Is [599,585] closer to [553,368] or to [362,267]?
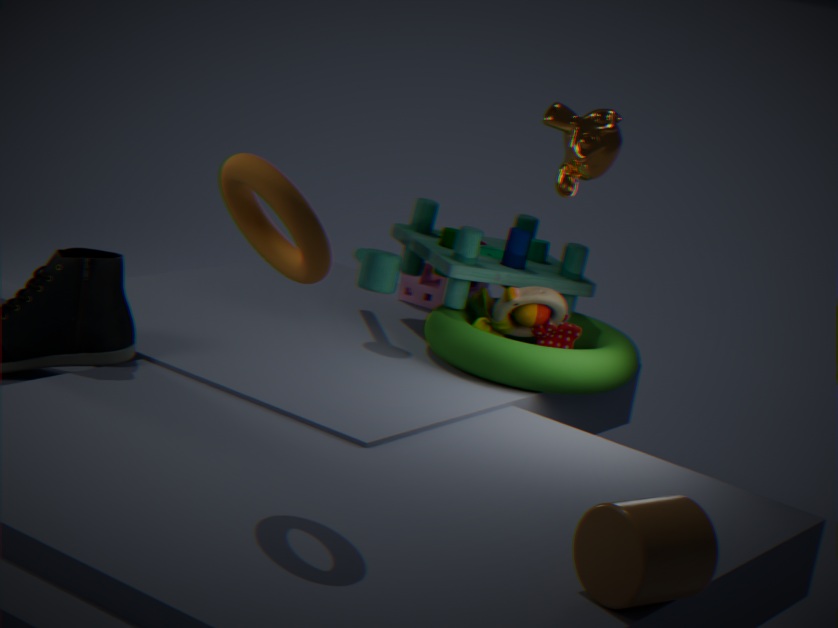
[553,368]
